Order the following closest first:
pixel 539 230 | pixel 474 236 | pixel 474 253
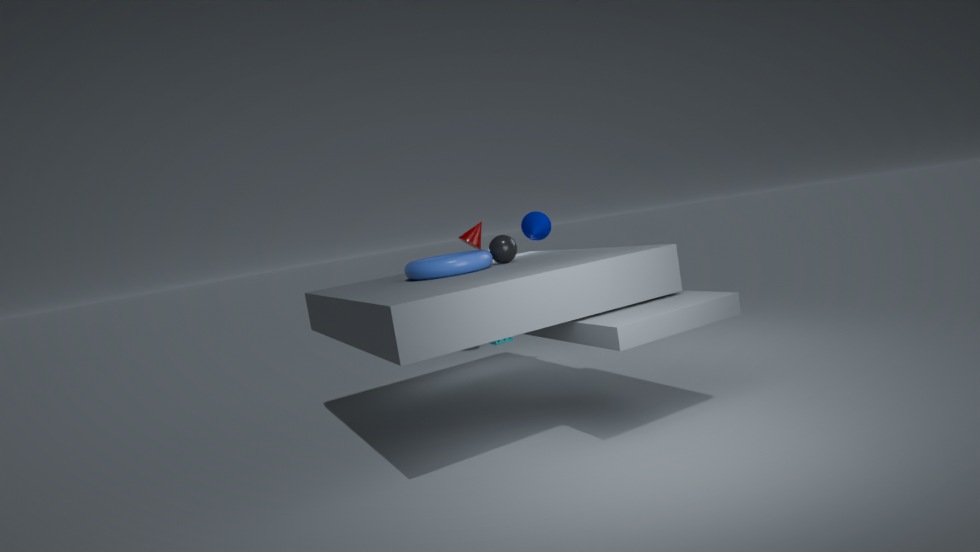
1. pixel 474 253
2. pixel 539 230
3. pixel 474 236
